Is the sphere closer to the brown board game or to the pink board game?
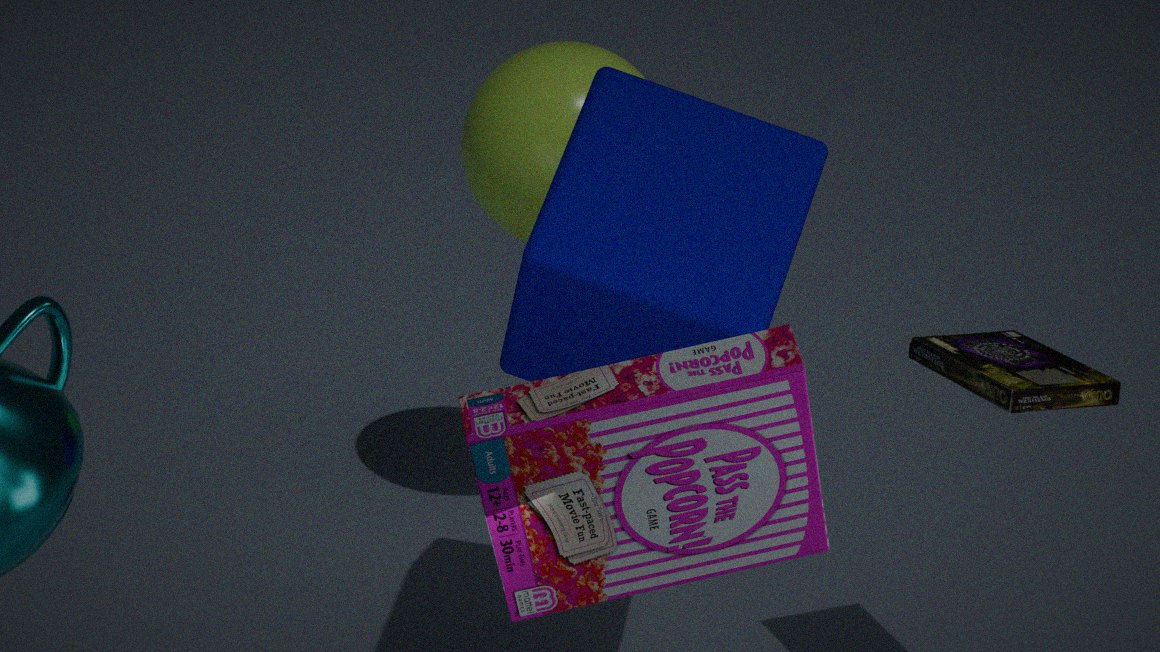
the brown board game
